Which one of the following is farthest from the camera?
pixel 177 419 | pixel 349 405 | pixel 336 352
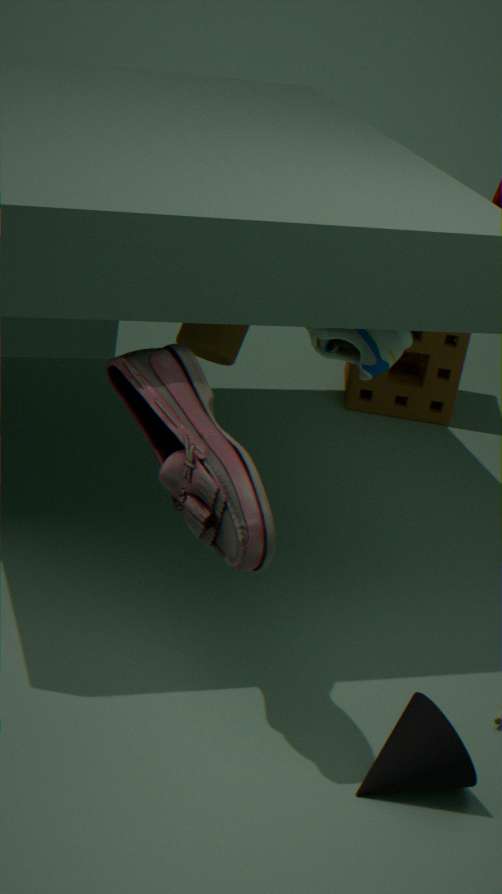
pixel 349 405
